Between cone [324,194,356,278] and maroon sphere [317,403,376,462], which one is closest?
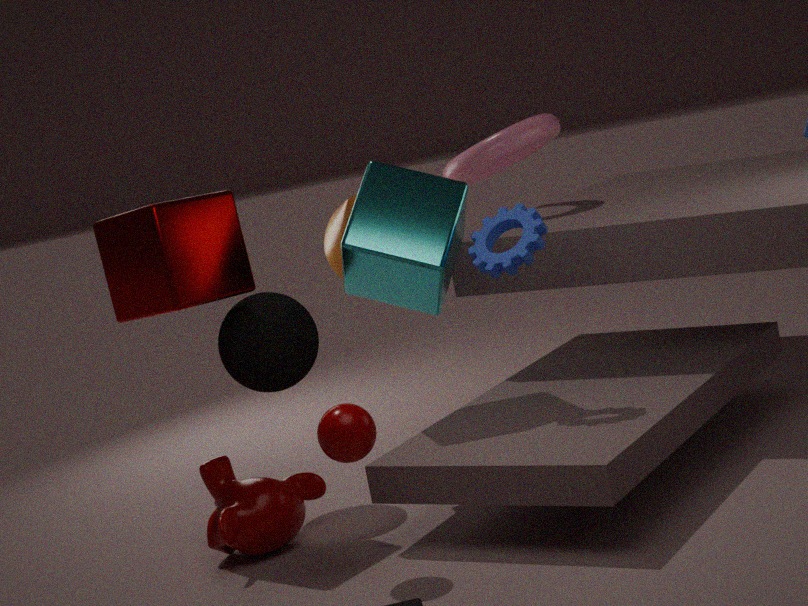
maroon sphere [317,403,376,462]
